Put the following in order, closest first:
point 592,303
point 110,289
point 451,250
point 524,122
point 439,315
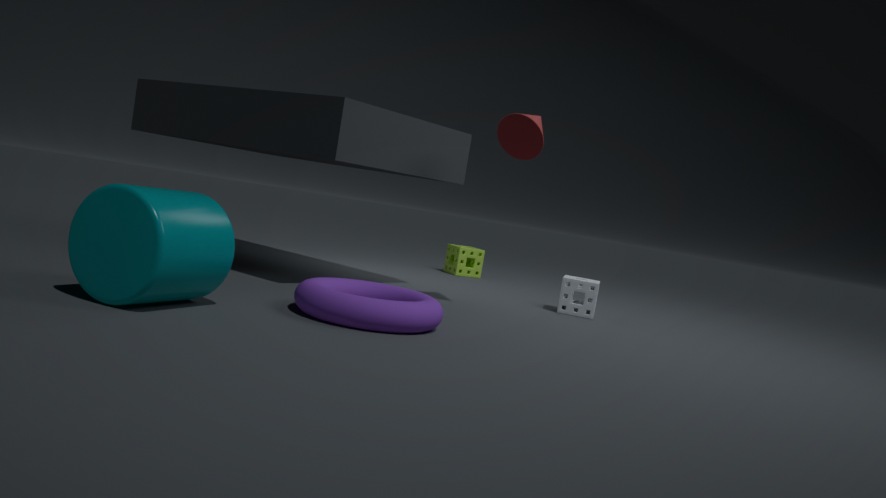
point 110,289
point 439,315
point 524,122
point 592,303
point 451,250
